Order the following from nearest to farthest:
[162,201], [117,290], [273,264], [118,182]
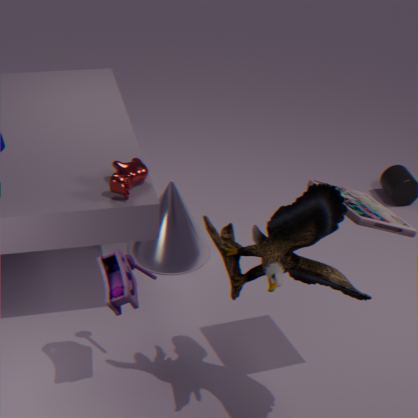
[273,264], [117,290], [118,182], [162,201]
